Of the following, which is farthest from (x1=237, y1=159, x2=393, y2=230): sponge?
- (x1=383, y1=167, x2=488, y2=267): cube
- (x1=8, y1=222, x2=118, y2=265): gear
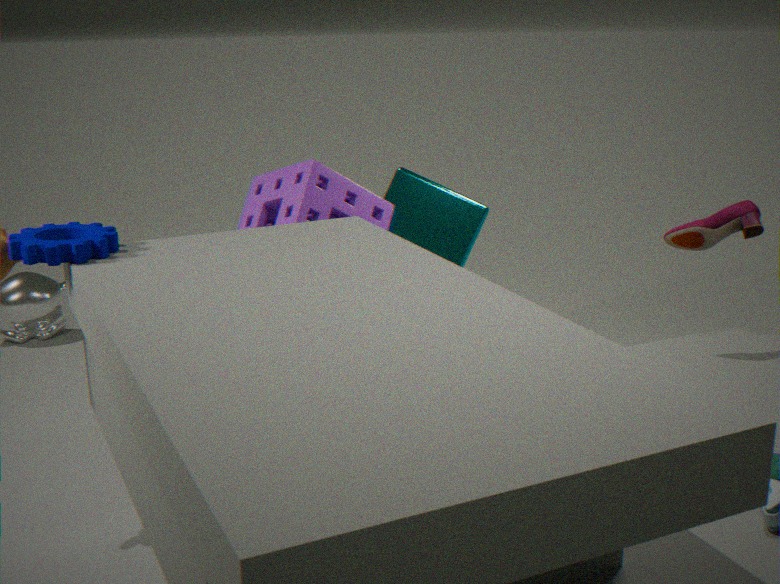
(x1=8, y1=222, x2=118, y2=265): gear
